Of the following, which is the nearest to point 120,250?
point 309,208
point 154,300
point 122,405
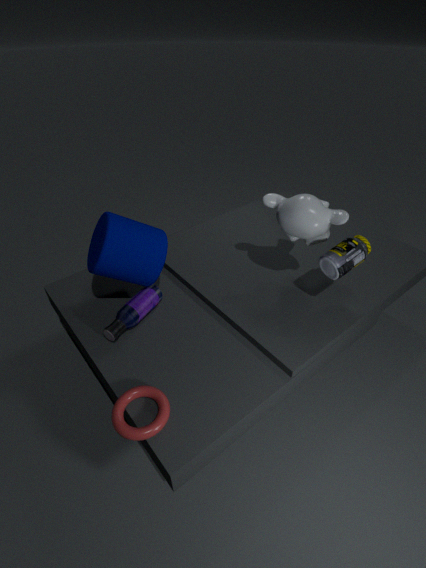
point 154,300
